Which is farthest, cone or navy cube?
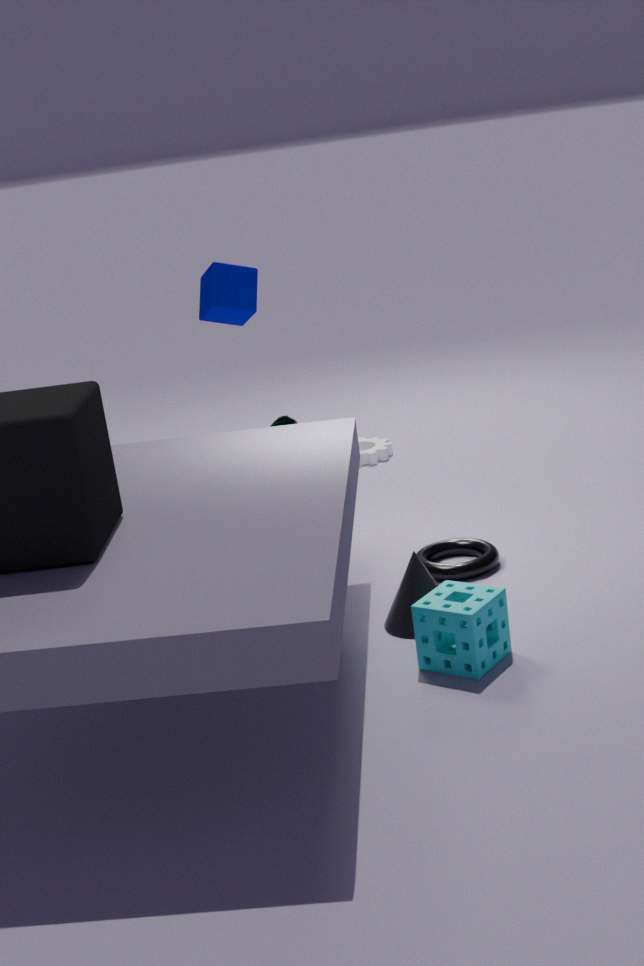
navy cube
